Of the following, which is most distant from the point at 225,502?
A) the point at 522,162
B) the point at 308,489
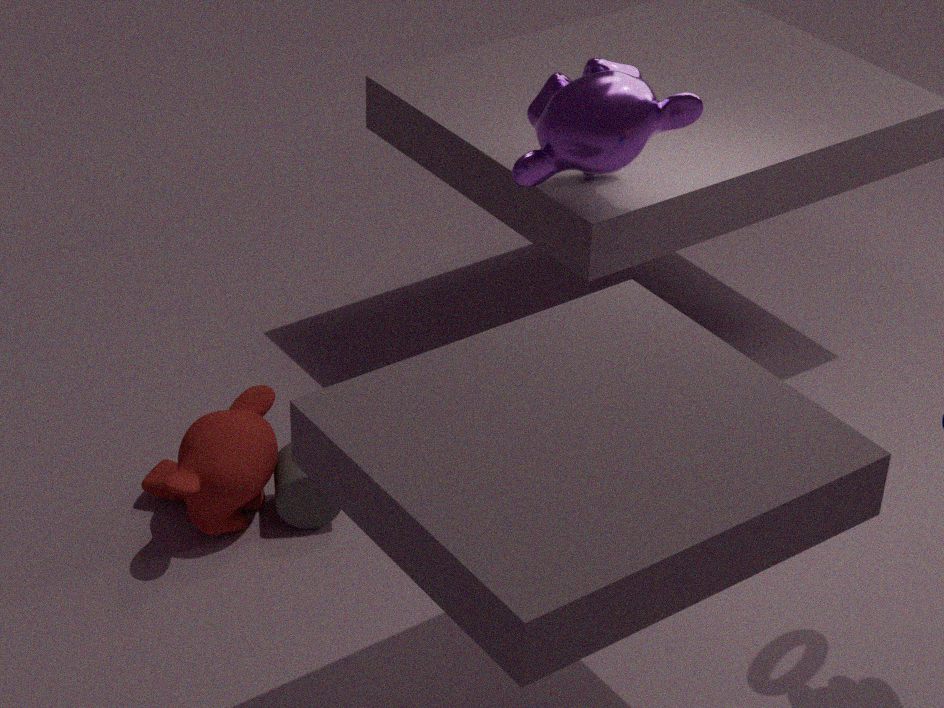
the point at 522,162
